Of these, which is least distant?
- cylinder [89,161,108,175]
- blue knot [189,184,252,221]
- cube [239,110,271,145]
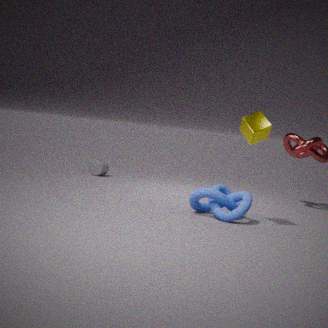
cube [239,110,271,145]
